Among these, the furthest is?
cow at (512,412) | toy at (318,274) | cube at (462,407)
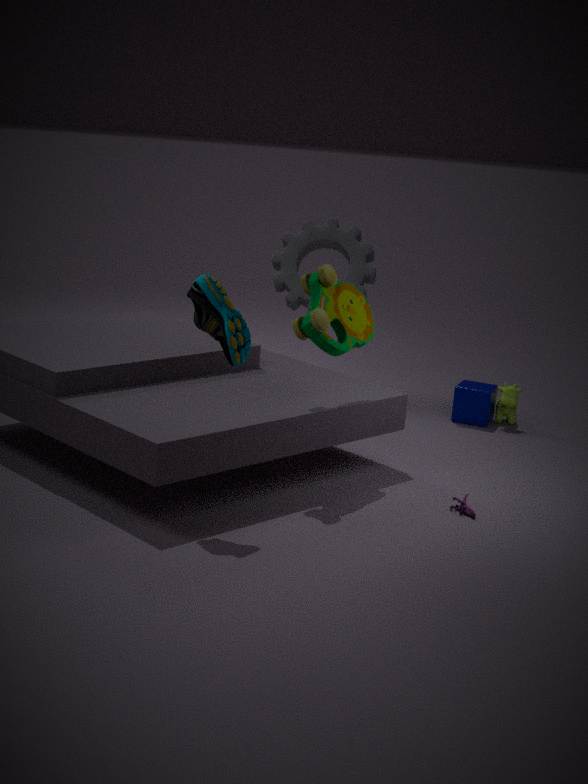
cube at (462,407)
